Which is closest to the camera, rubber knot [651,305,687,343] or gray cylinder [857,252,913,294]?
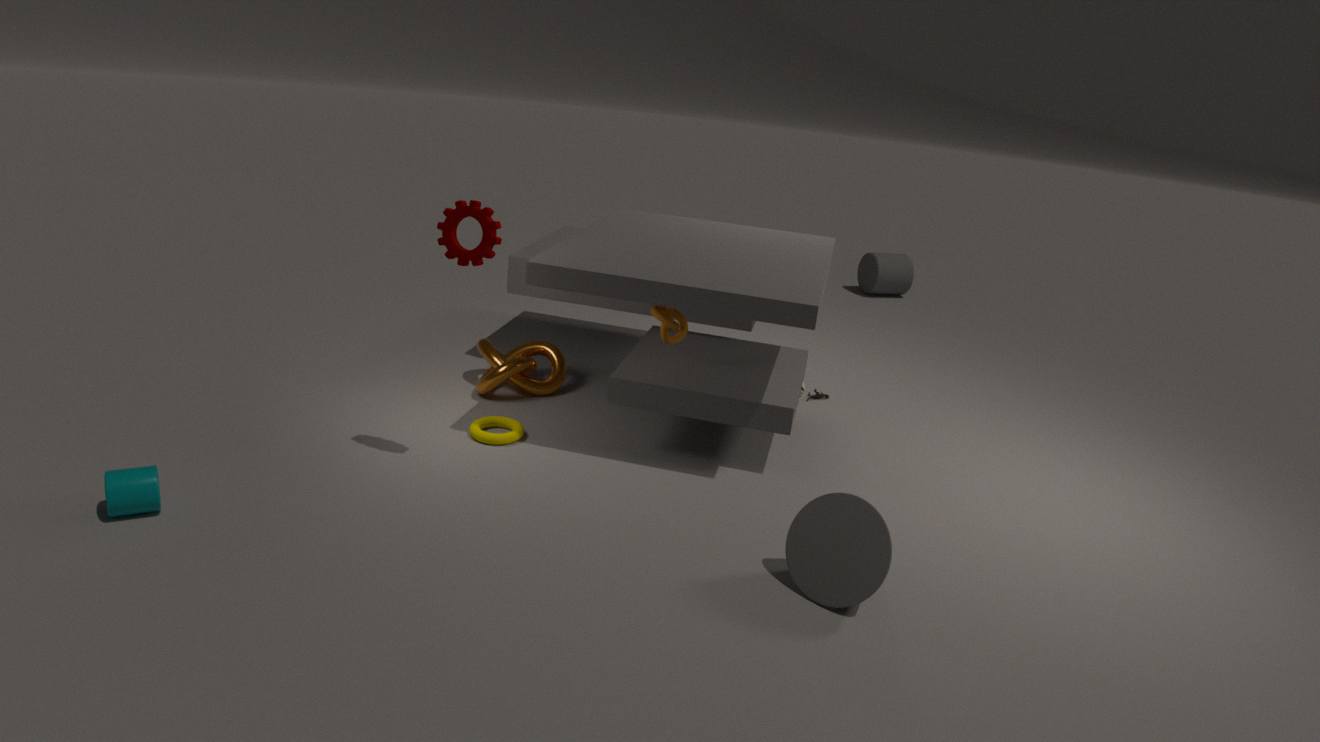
rubber knot [651,305,687,343]
